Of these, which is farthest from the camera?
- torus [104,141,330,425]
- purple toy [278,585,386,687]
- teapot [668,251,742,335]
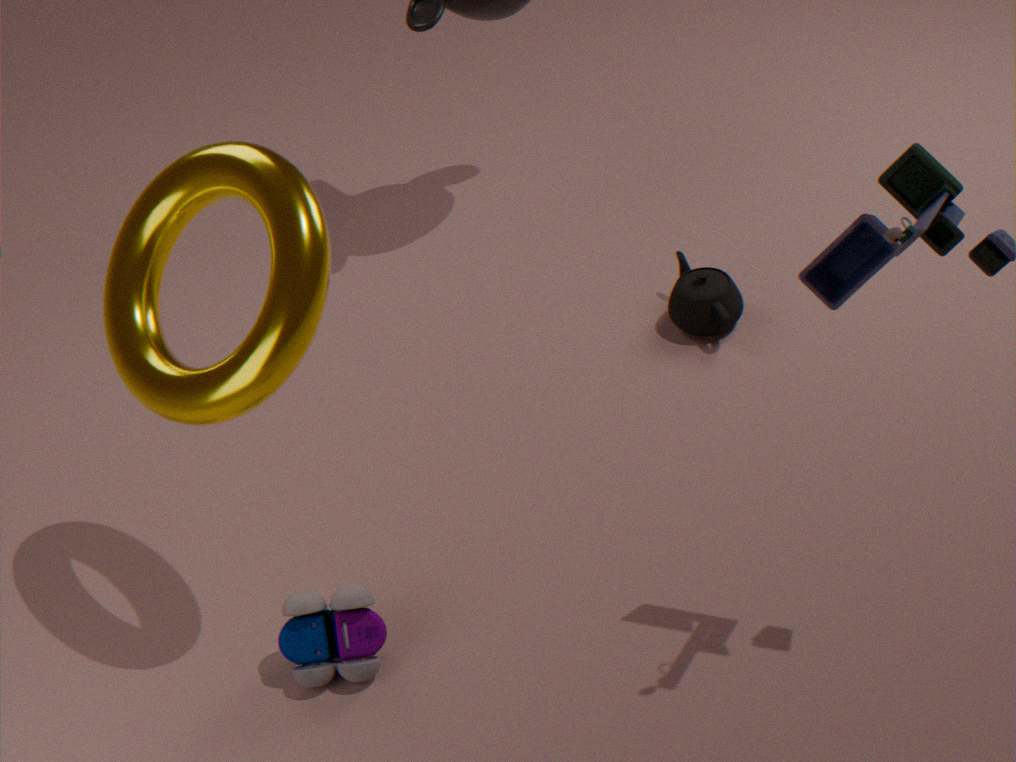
teapot [668,251,742,335]
